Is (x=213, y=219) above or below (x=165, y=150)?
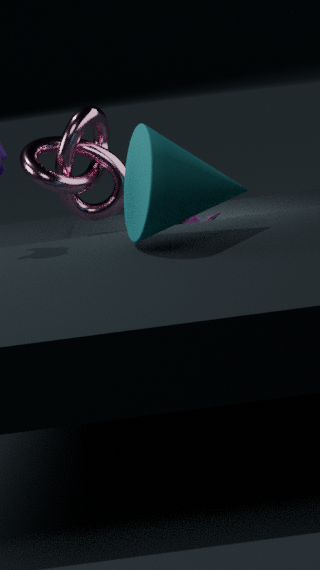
below
